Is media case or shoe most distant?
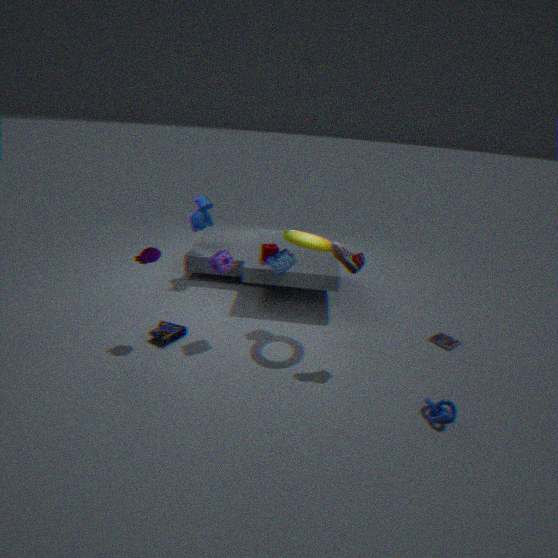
media case
